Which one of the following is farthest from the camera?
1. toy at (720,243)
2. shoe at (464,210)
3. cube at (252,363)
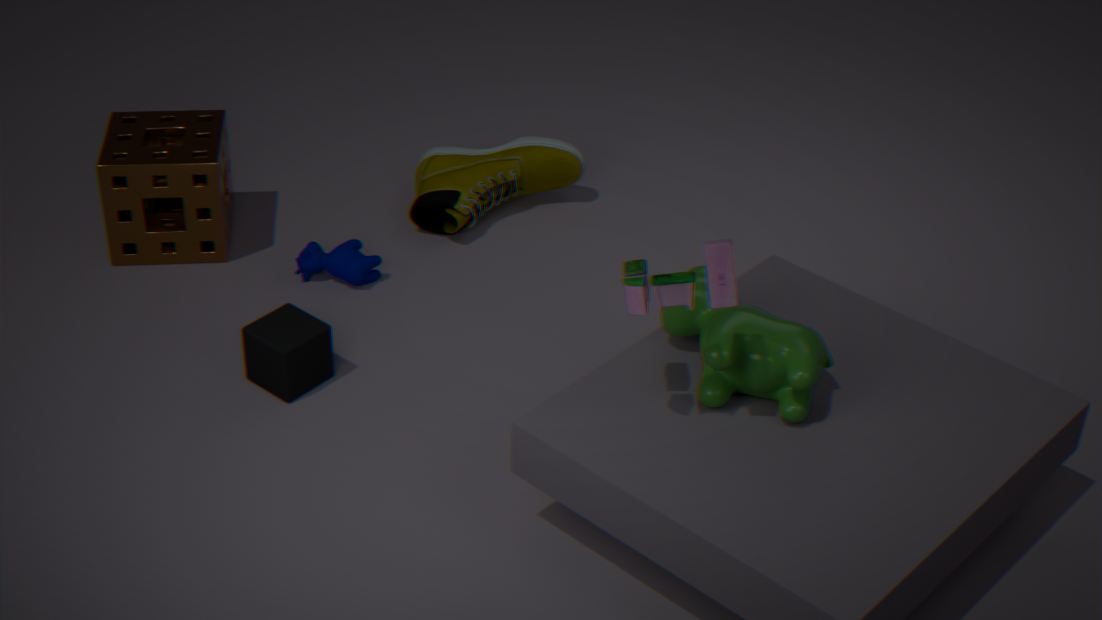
shoe at (464,210)
